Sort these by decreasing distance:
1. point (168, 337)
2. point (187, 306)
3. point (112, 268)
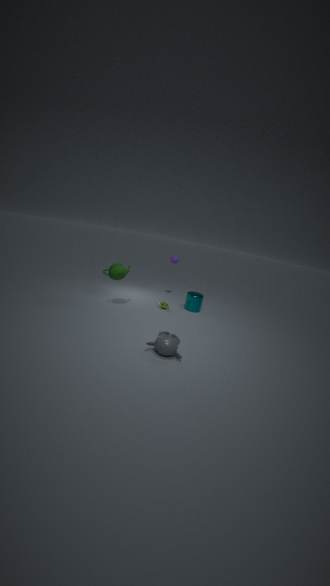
Answer: point (187, 306)
point (112, 268)
point (168, 337)
